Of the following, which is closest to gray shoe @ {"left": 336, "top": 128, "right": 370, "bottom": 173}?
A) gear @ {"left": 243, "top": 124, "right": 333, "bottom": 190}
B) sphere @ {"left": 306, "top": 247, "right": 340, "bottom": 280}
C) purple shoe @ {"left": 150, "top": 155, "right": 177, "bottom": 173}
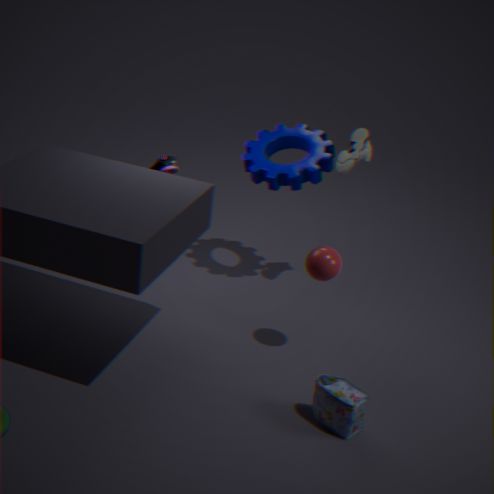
gear @ {"left": 243, "top": 124, "right": 333, "bottom": 190}
